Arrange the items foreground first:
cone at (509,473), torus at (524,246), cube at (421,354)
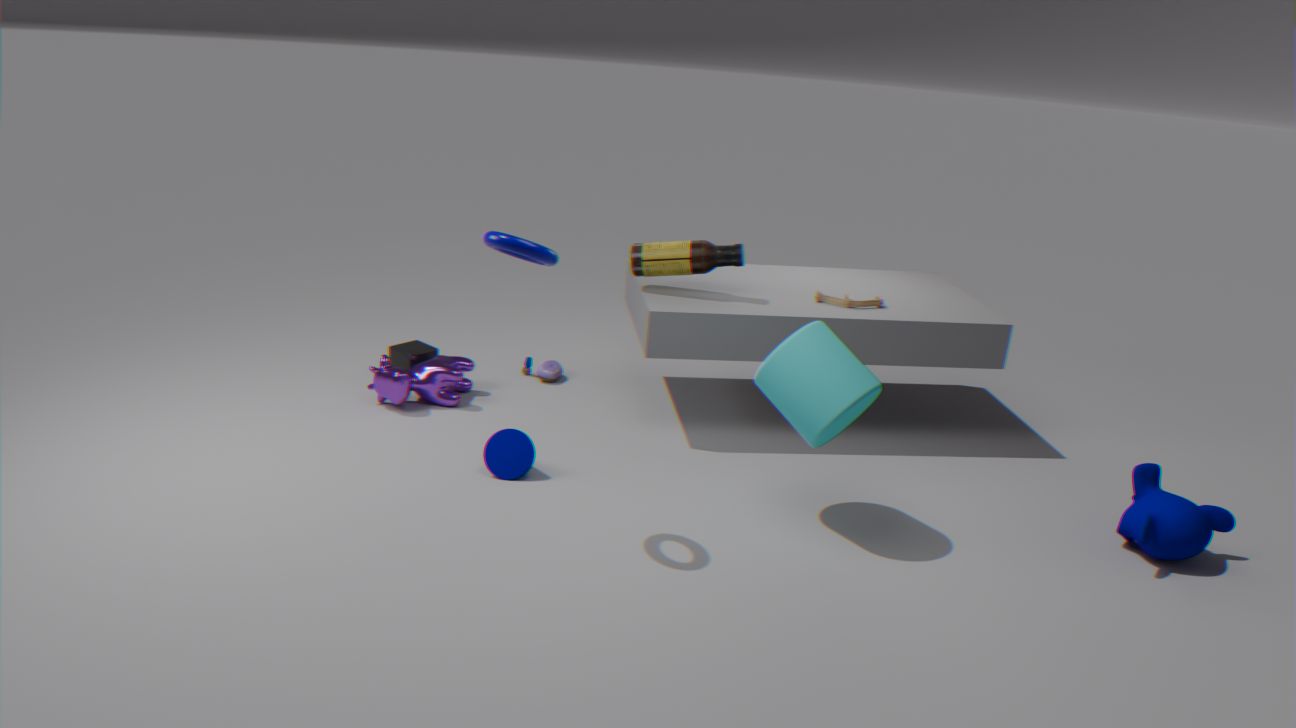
torus at (524,246) → cone at (509,473) → cube at (421,354)
